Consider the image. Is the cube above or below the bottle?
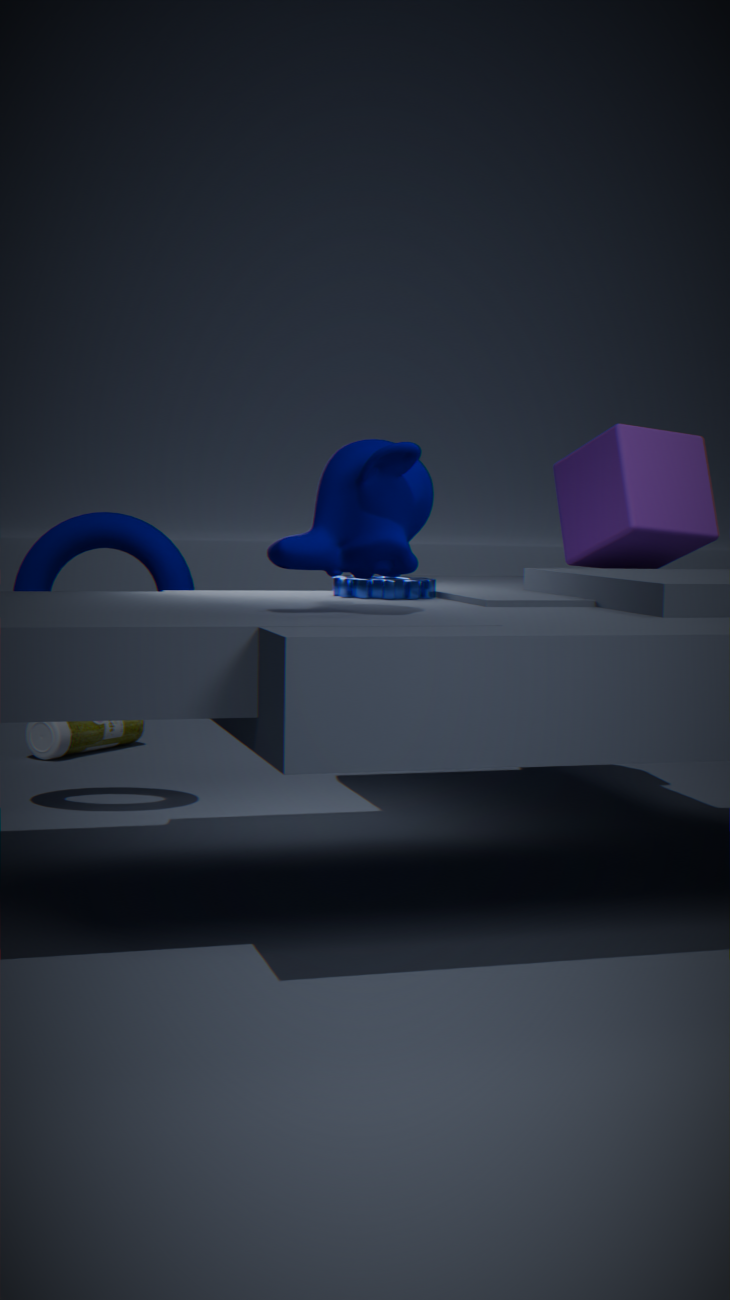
above
